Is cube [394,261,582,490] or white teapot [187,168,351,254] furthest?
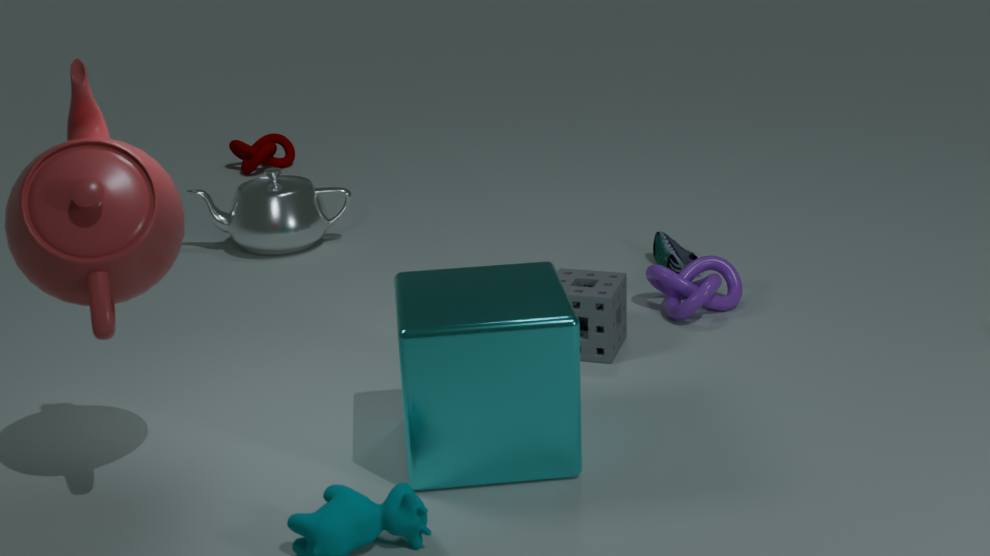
white teapot [187,168,351,254]
